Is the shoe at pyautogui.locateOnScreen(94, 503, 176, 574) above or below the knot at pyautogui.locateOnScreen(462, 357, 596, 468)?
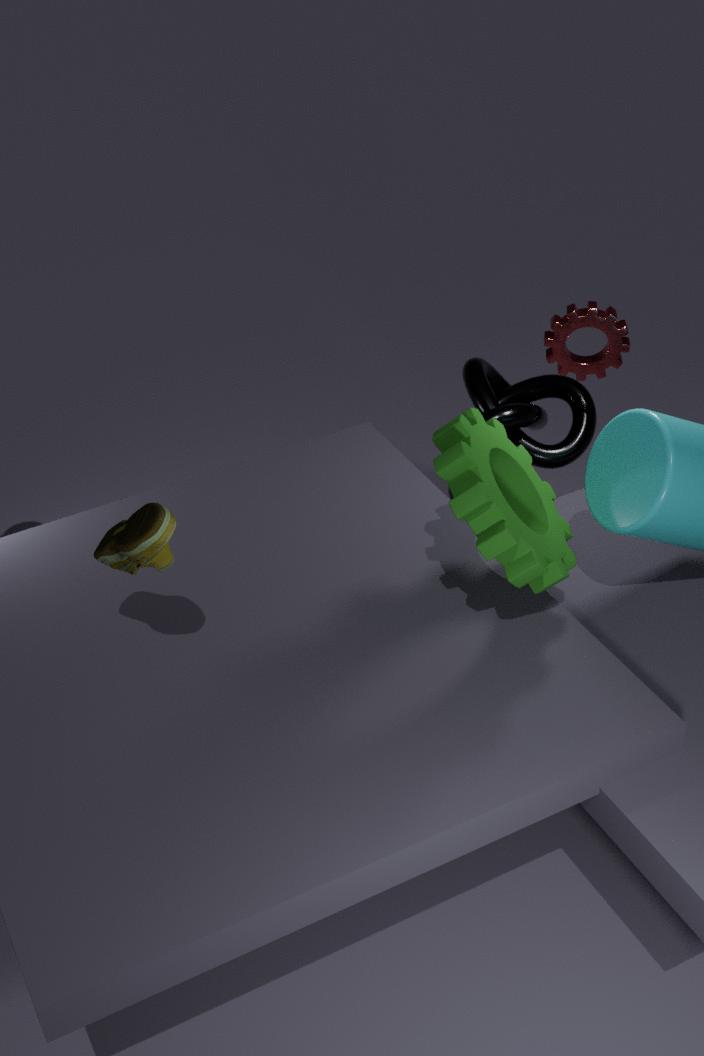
above
